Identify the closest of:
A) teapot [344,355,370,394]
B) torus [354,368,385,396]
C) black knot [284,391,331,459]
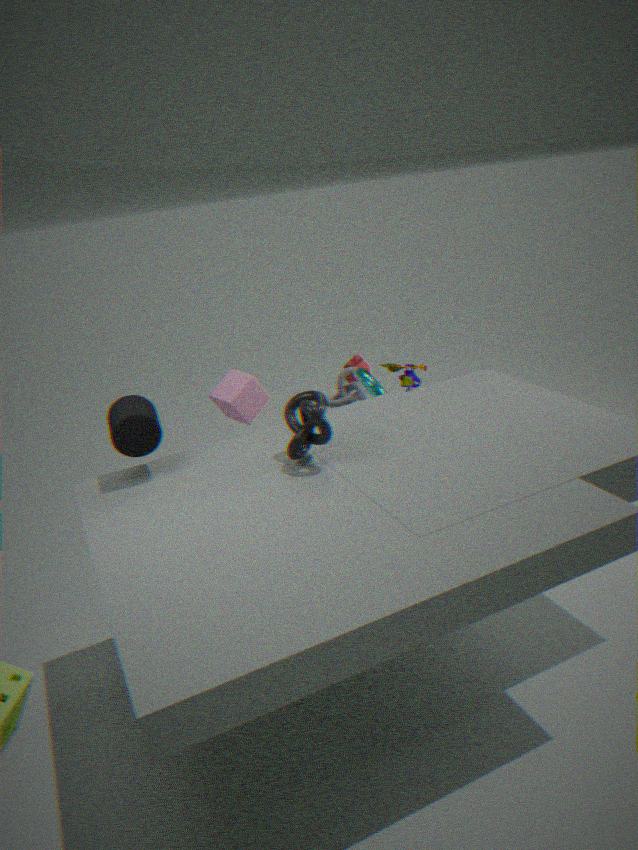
black knot [284,391,331,459]
